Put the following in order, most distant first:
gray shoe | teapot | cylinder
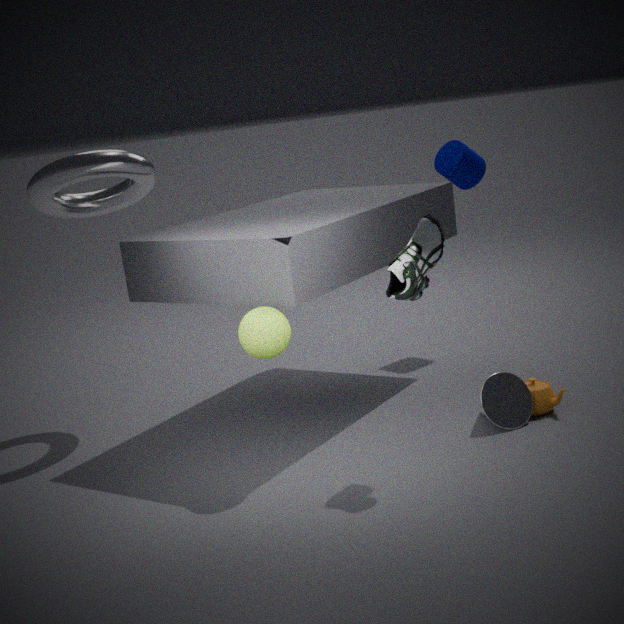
cylinder, teapot, gray shoe
